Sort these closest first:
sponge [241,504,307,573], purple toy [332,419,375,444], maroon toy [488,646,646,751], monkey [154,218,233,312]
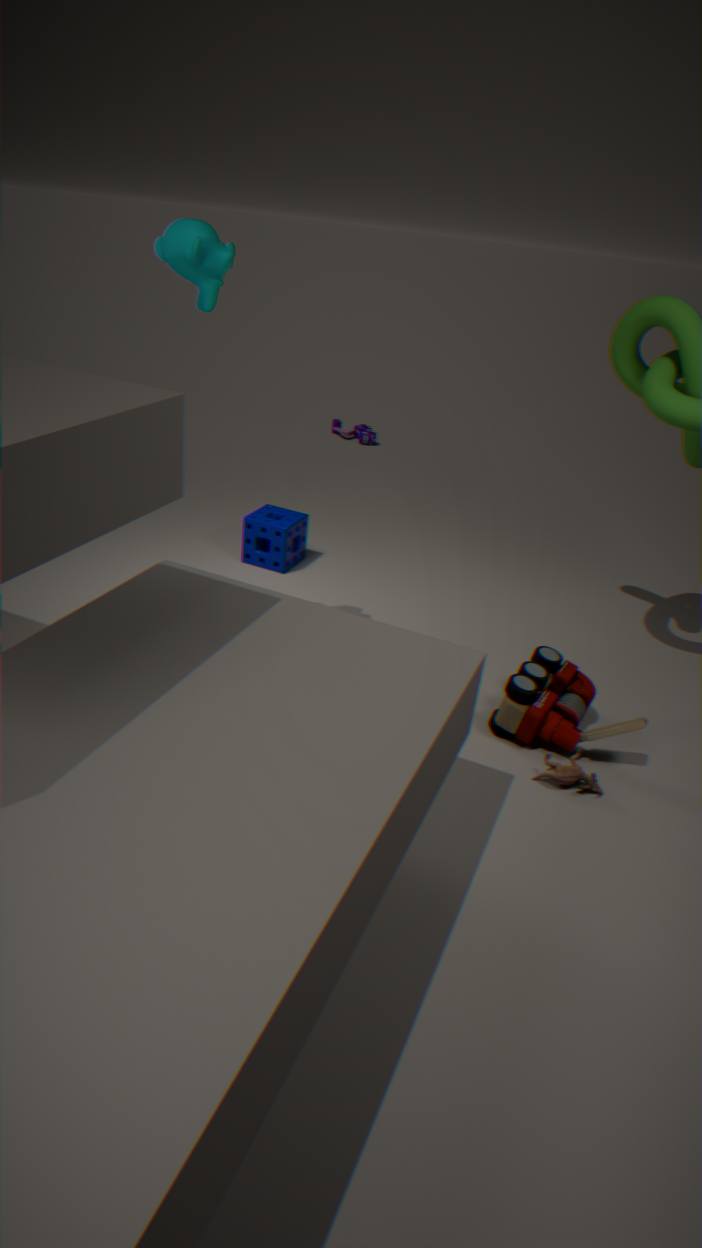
monkey [154,218,233,312]
maroon toy [488,646,646,751]
sponge [241,504,307,573]
purple toy [332,419,375,444]
